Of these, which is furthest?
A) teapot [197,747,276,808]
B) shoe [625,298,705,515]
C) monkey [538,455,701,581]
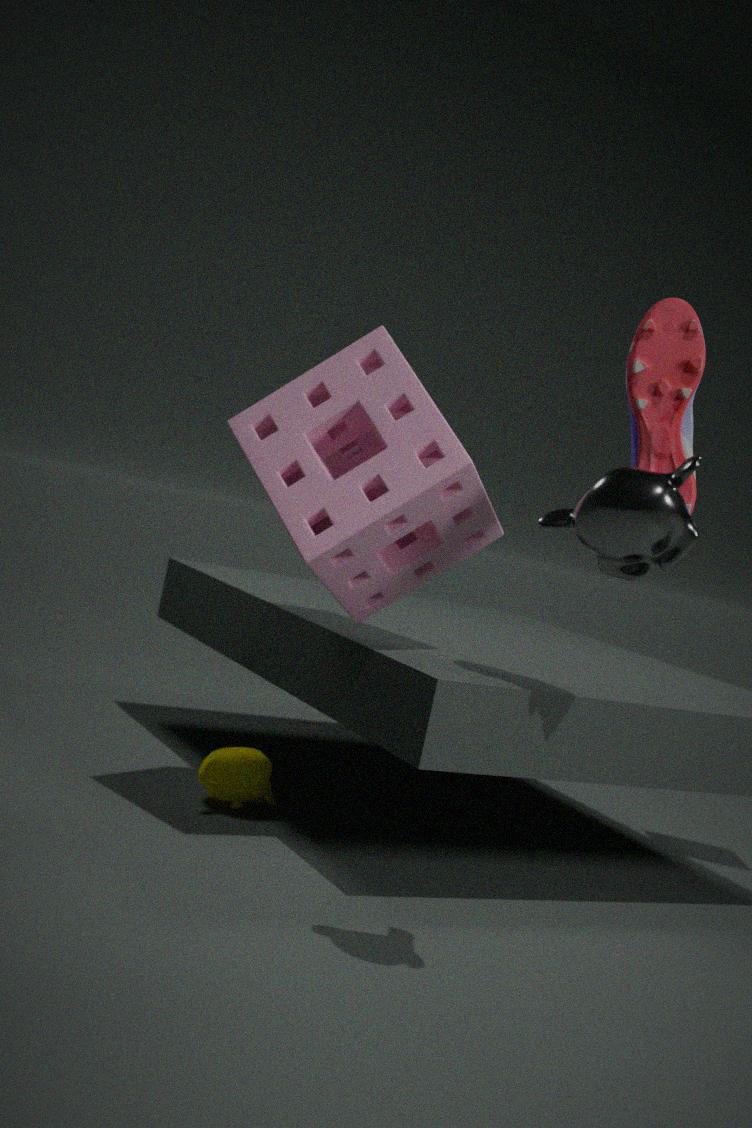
teapot [197,747,276,808]
